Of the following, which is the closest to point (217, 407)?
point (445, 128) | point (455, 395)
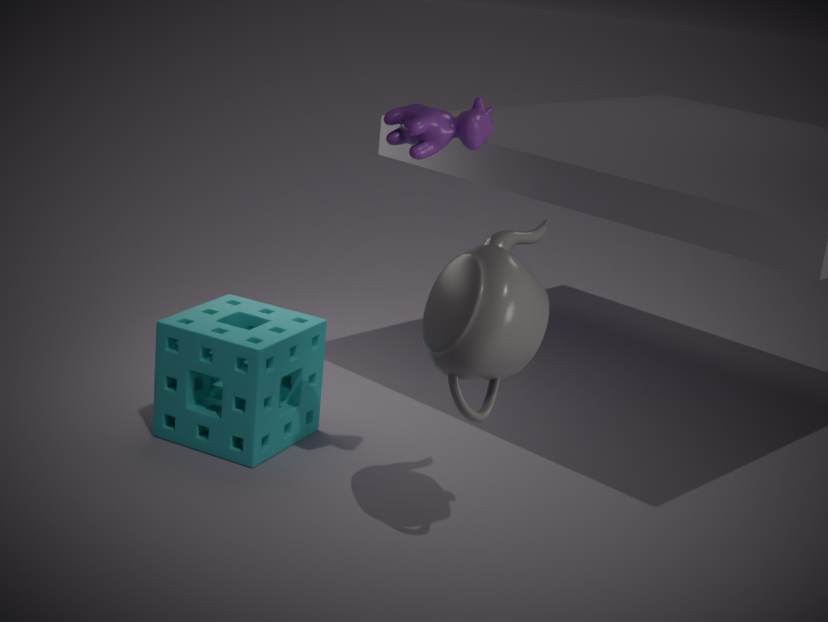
point (455, 395)
